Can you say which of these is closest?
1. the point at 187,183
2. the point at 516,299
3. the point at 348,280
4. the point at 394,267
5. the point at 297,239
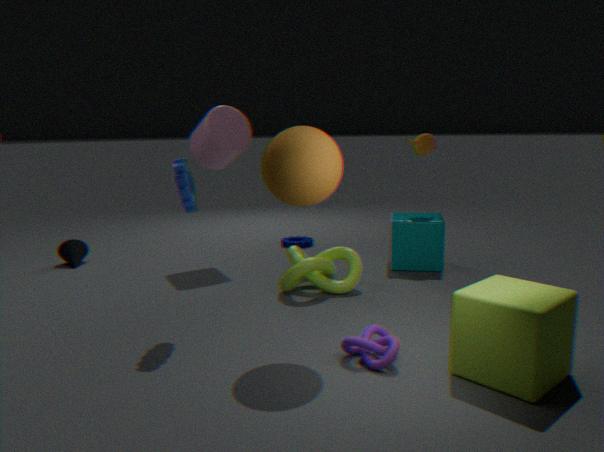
the point at 516,299
